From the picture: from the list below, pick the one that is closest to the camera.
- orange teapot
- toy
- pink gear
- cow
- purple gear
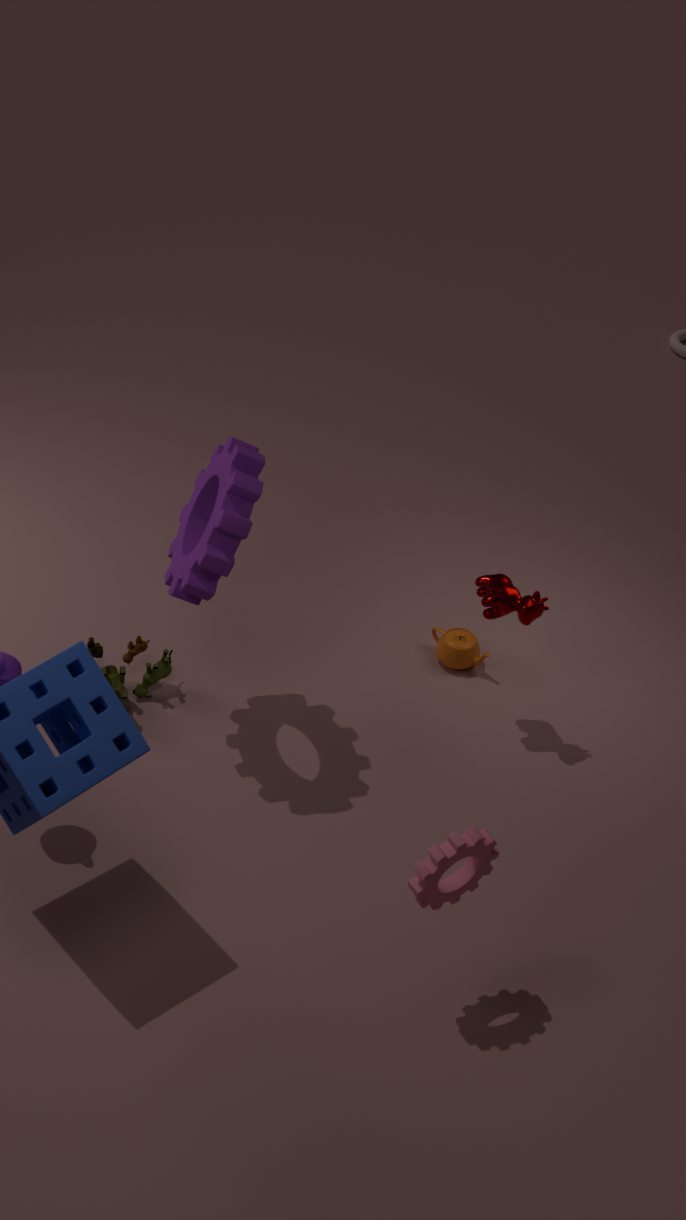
pink gear
